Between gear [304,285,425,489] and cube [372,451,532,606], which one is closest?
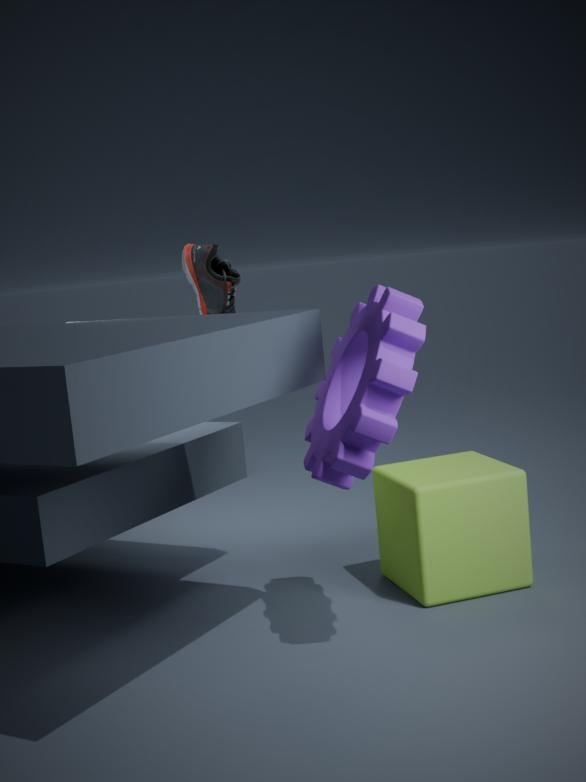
gear [304,285,425,489]
